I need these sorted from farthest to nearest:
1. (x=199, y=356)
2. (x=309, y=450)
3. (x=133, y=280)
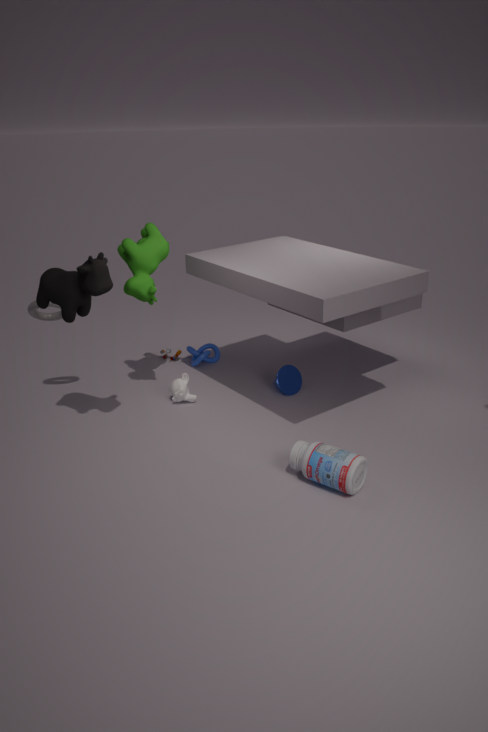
(x=199, y=356) → (x=133, y=280) → (x=309, y=450)
